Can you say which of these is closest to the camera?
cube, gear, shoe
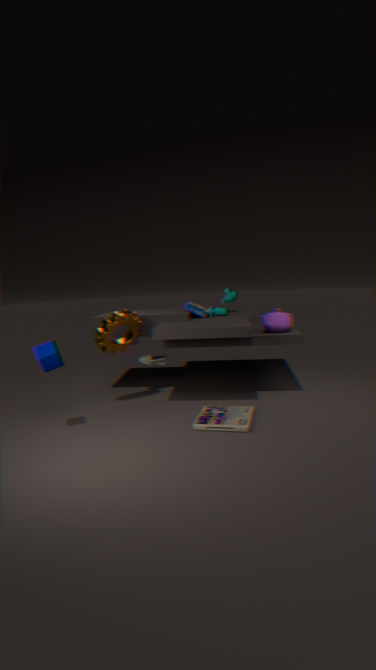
cube
